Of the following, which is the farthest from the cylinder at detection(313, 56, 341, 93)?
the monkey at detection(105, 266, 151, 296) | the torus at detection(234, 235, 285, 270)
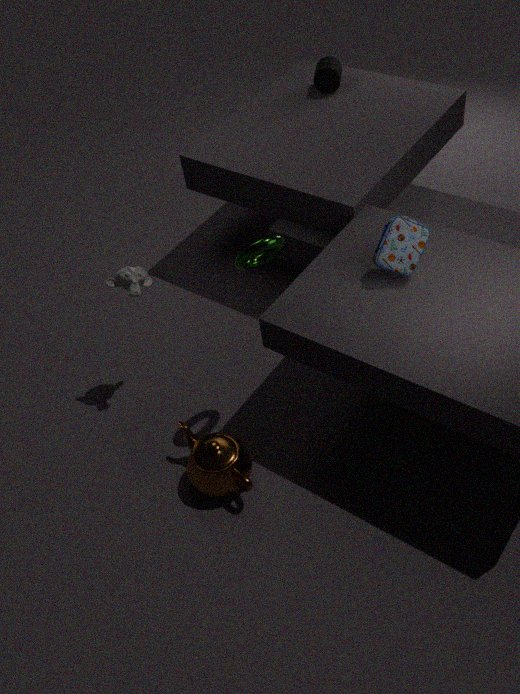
the monkey at detection(105, 266, 151, 296)
